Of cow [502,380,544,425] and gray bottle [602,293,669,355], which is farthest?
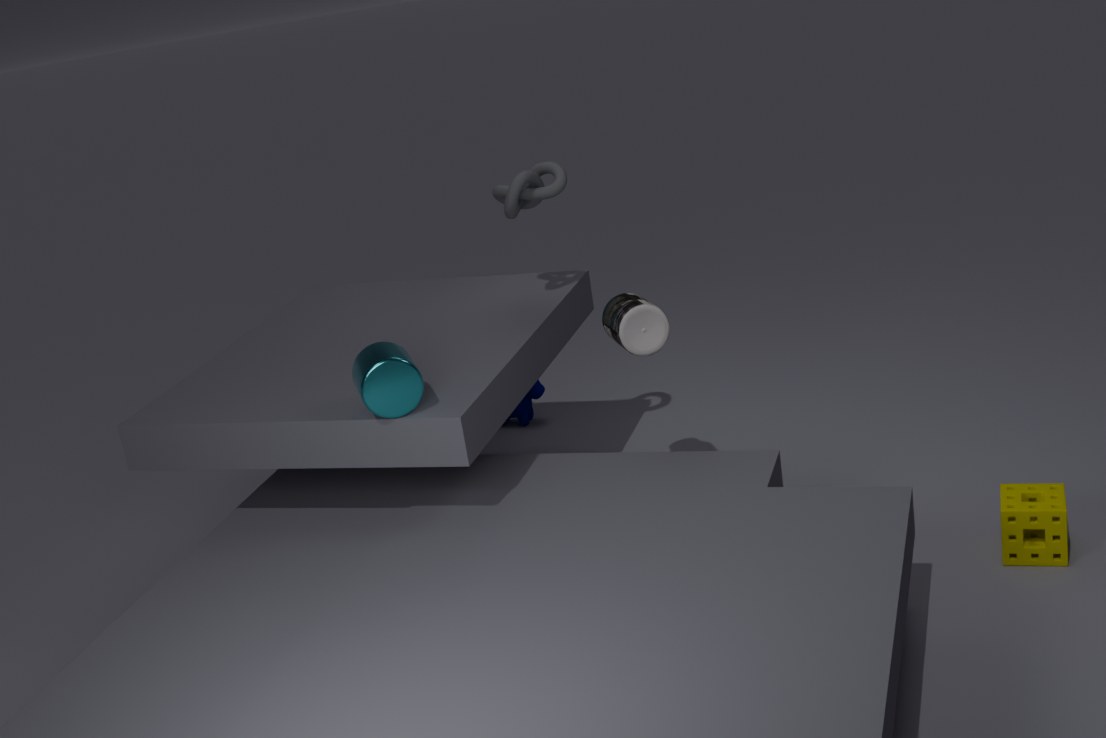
A: cow [502,380,544,425]
